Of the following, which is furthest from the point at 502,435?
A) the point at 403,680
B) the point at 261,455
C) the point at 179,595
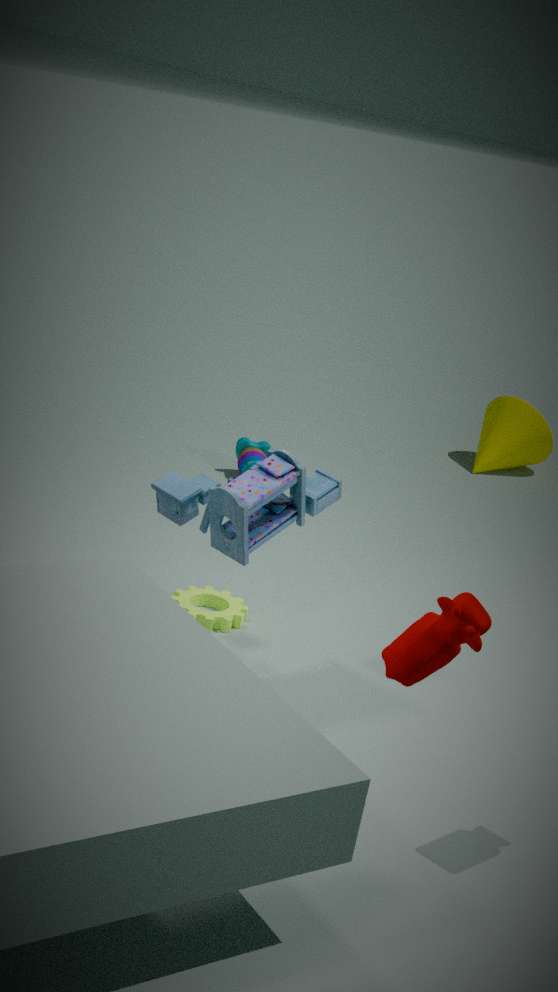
the point at 403,680
